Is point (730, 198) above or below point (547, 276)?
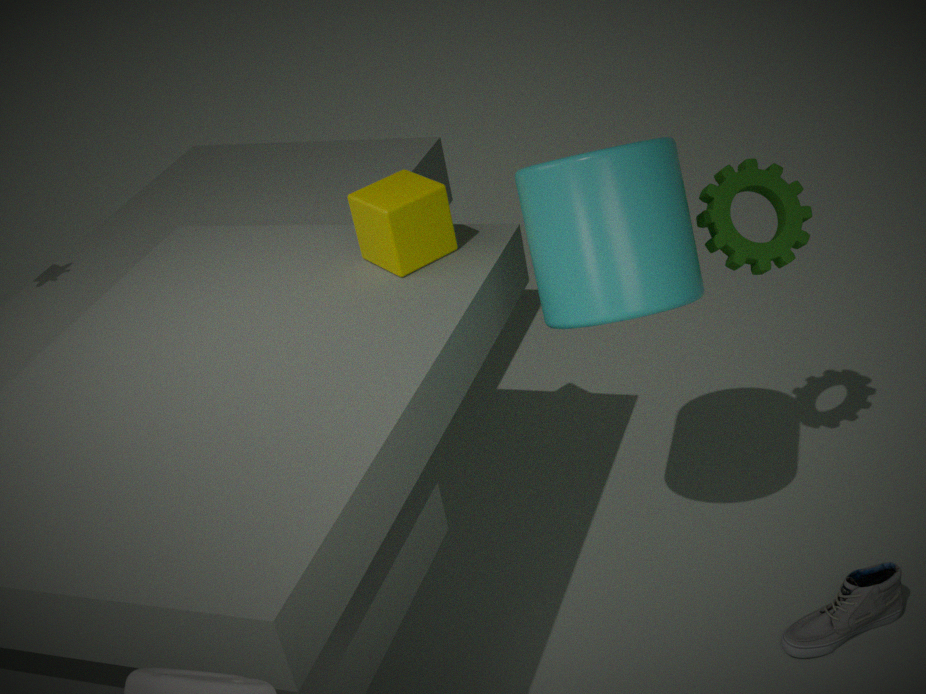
below
